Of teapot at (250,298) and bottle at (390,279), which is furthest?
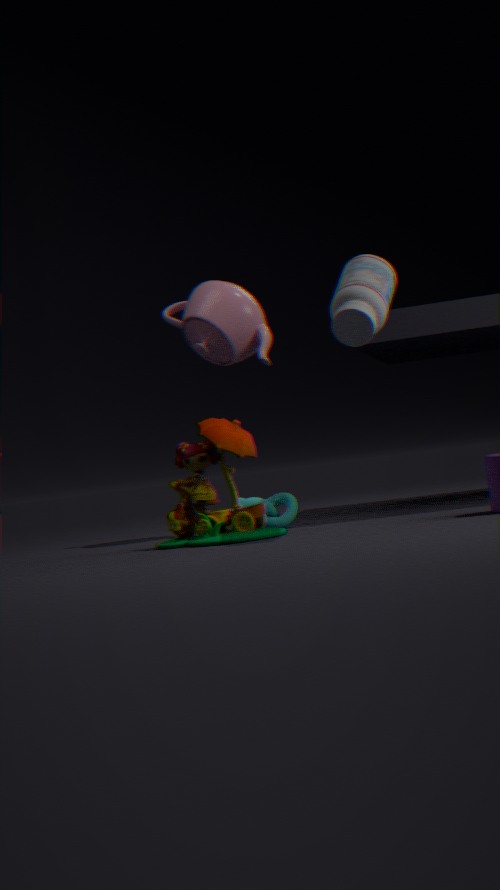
teapot at (250,298)
